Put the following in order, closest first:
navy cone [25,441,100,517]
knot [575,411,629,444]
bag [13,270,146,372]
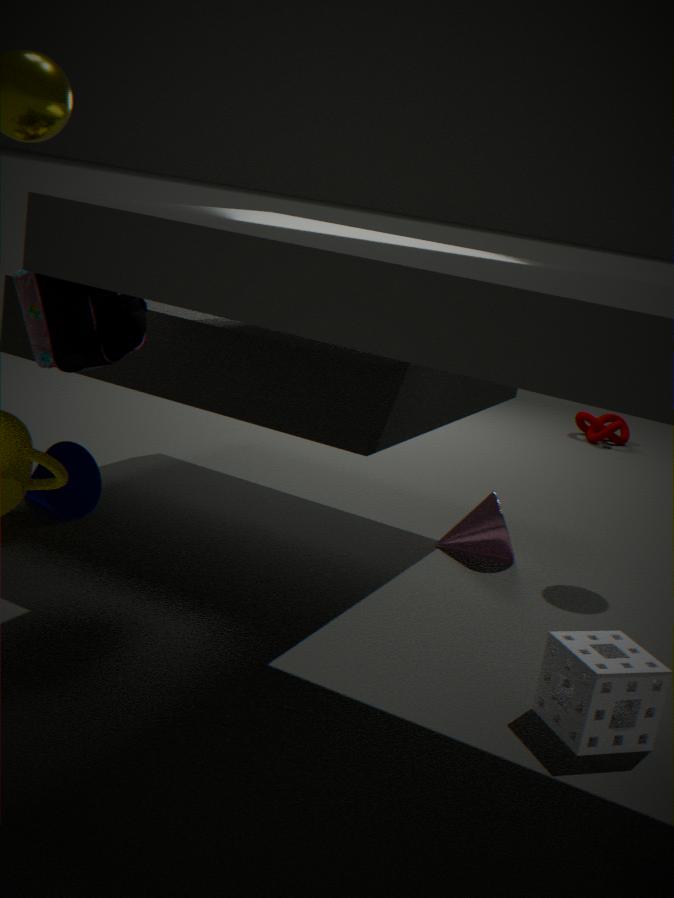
bag [13,270,146,372]
navy cone [25,441,100,517]
knot [575,411,629,444]
